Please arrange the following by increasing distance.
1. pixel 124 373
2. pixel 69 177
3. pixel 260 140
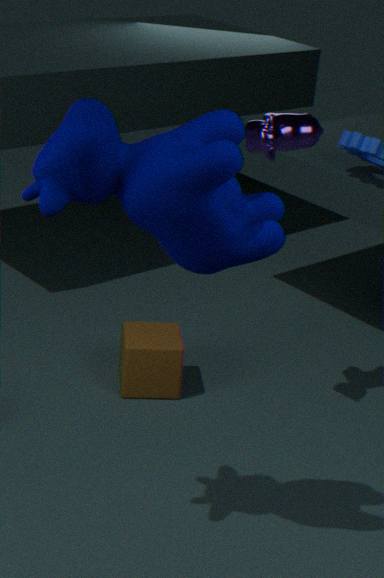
pixel 69 177 → pixel 260 140 → pixel 124 373
